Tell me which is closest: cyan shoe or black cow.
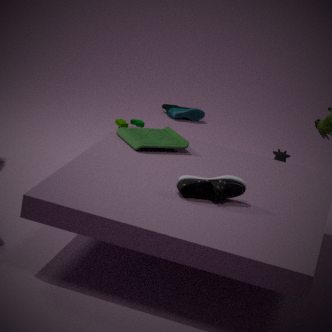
black cow
